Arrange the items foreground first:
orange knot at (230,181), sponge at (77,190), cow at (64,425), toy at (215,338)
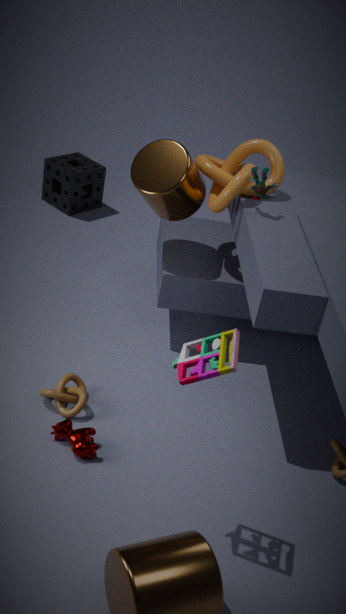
toy at (215,338)
cow at (64,425)
orange knot at (230,181)
sponge at (77,190)
